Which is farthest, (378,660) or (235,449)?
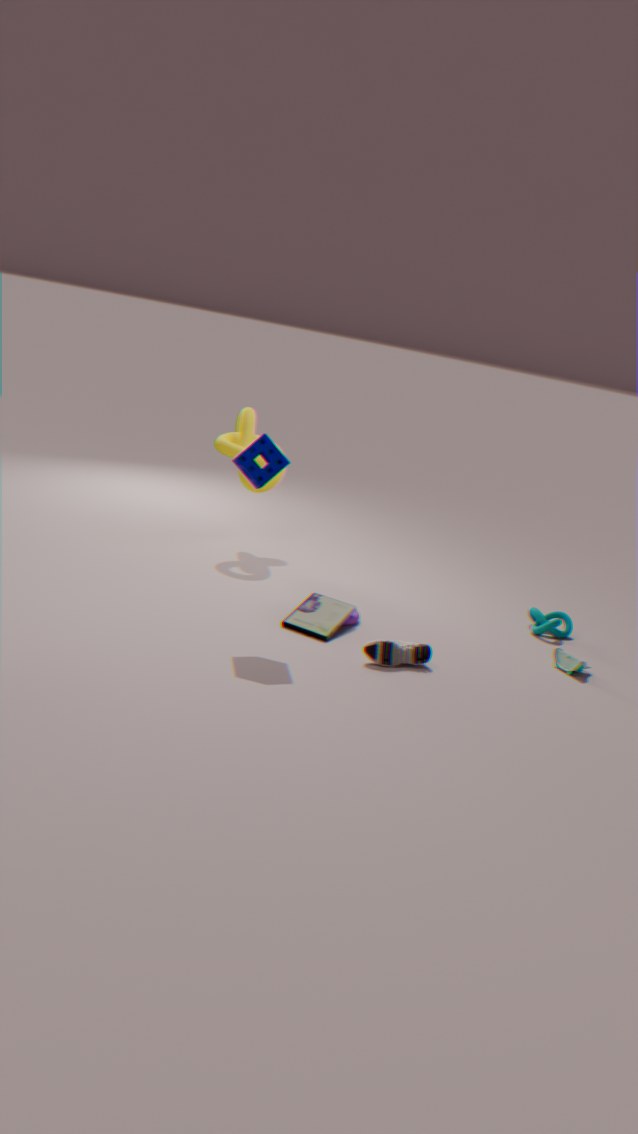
(235,449)
